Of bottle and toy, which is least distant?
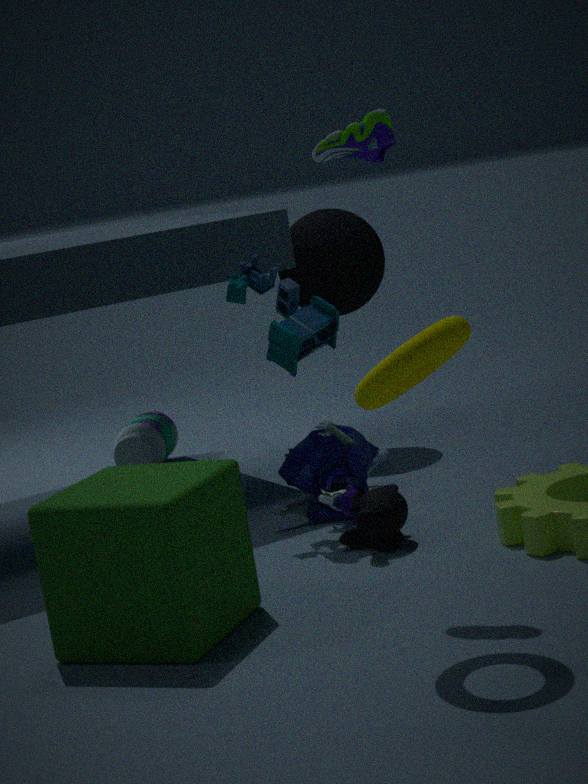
toy
